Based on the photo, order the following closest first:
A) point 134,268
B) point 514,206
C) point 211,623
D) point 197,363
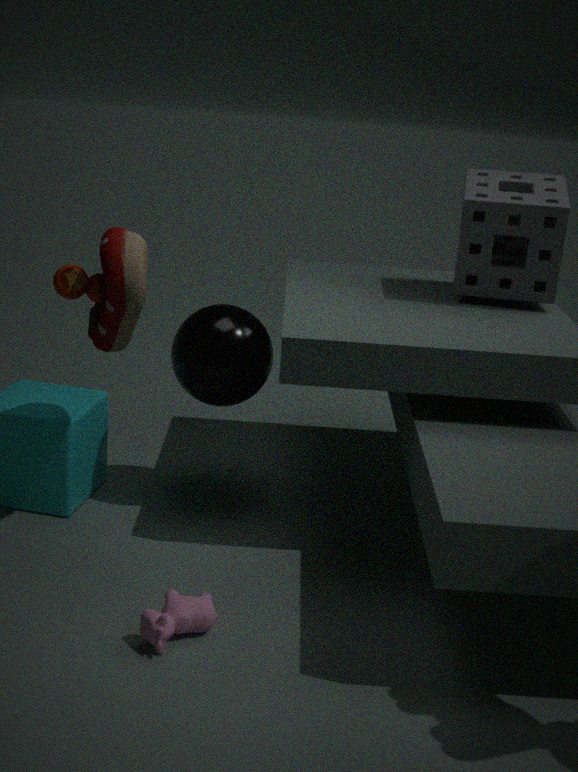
point 211,623, point 134,268, point 197,363, point 514,206
